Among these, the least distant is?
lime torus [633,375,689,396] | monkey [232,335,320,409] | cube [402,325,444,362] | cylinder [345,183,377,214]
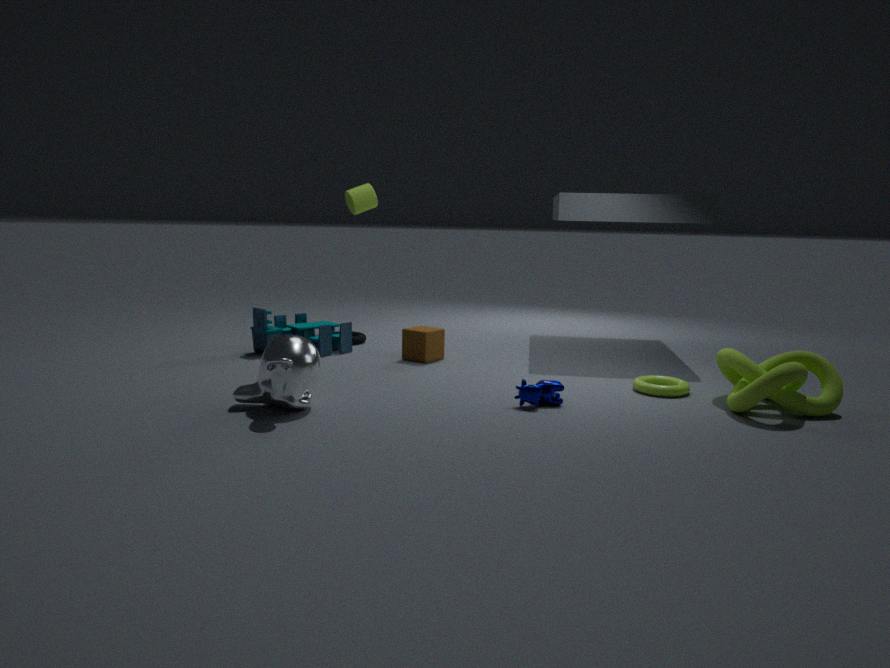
monkey [232,335,320,409]
